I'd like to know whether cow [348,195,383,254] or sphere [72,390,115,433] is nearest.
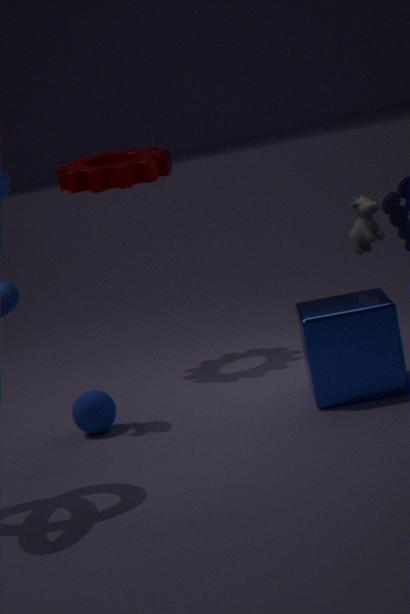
sphere [72,390,115,433]
